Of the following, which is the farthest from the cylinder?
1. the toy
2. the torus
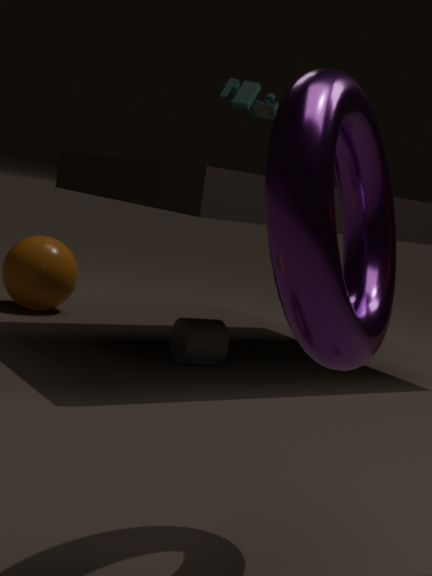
the torus
